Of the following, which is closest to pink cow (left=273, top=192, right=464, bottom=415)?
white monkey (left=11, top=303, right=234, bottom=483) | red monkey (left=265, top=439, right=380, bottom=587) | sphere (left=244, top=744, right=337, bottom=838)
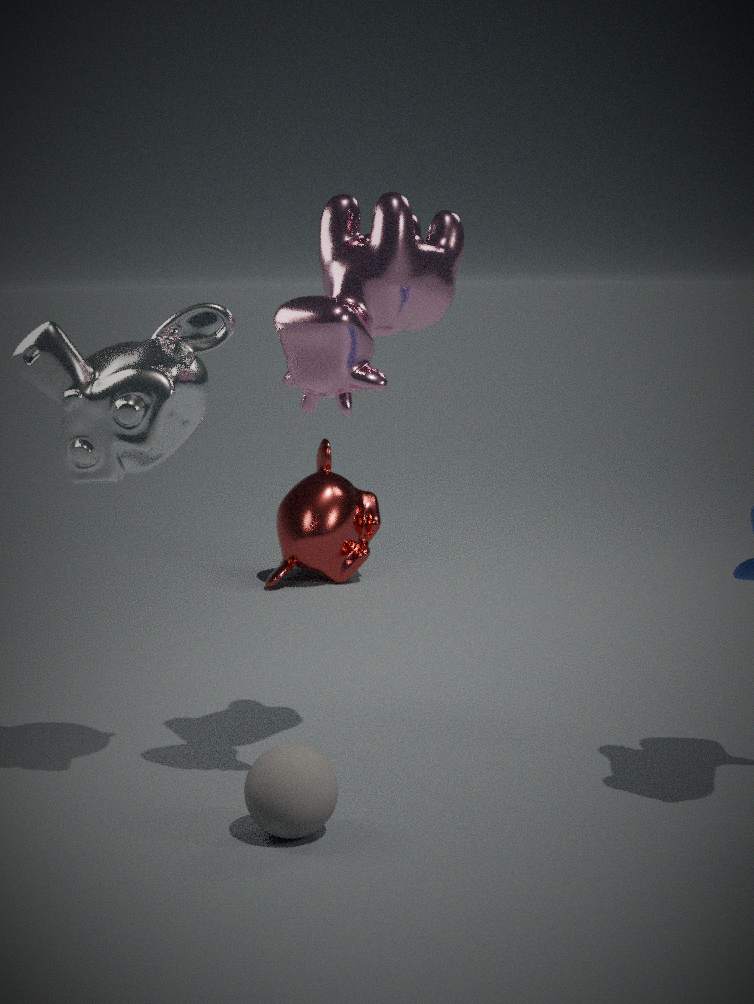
white monkey (left=11, top=303, right=234, bottom=483)
